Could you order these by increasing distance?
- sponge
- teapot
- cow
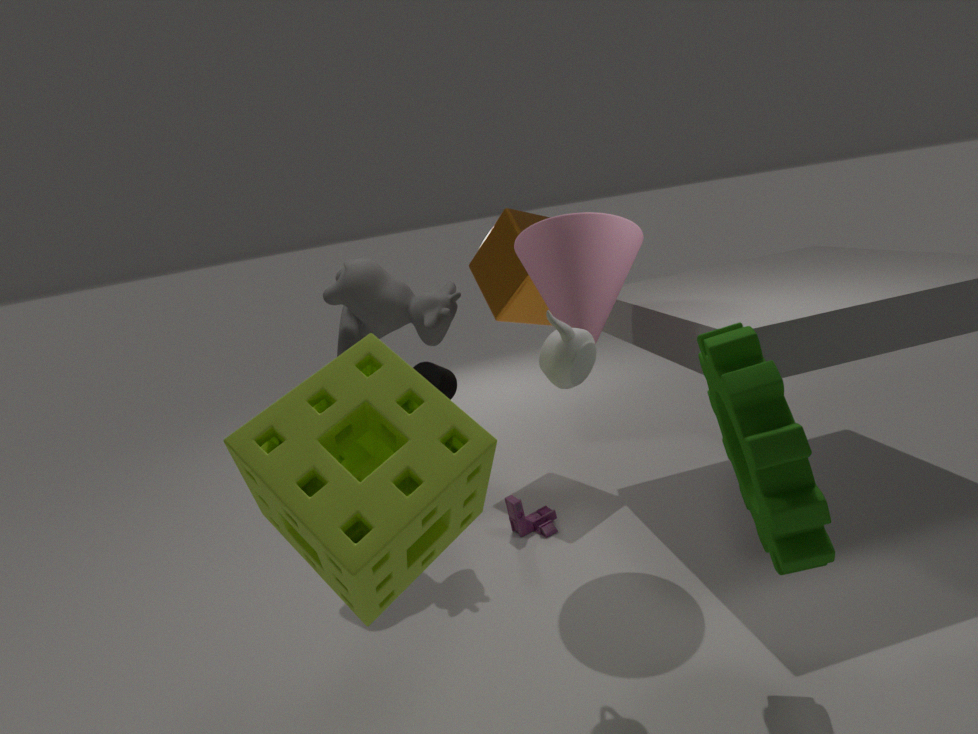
1. sponge
2. teapot
3. cow
